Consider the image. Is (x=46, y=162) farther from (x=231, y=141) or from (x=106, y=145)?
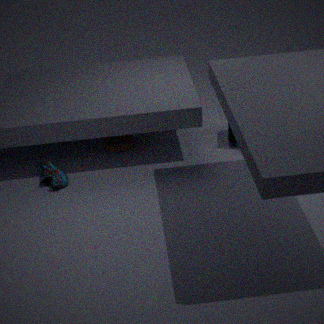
(x=231, y=141)
